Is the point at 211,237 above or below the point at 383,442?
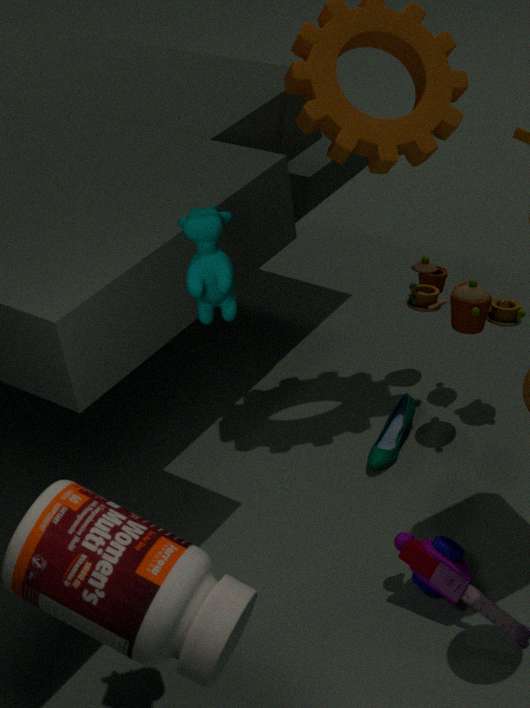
above
